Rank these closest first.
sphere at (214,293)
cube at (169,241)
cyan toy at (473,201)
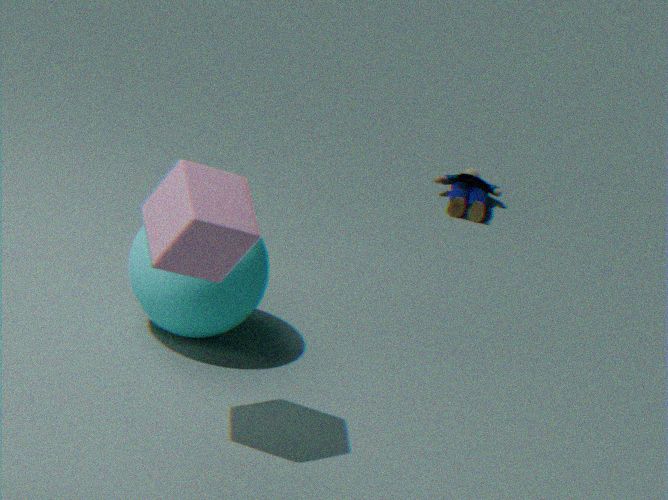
cube at (169,241) → sphere at (214,293) → cyan toy at (473,201)
